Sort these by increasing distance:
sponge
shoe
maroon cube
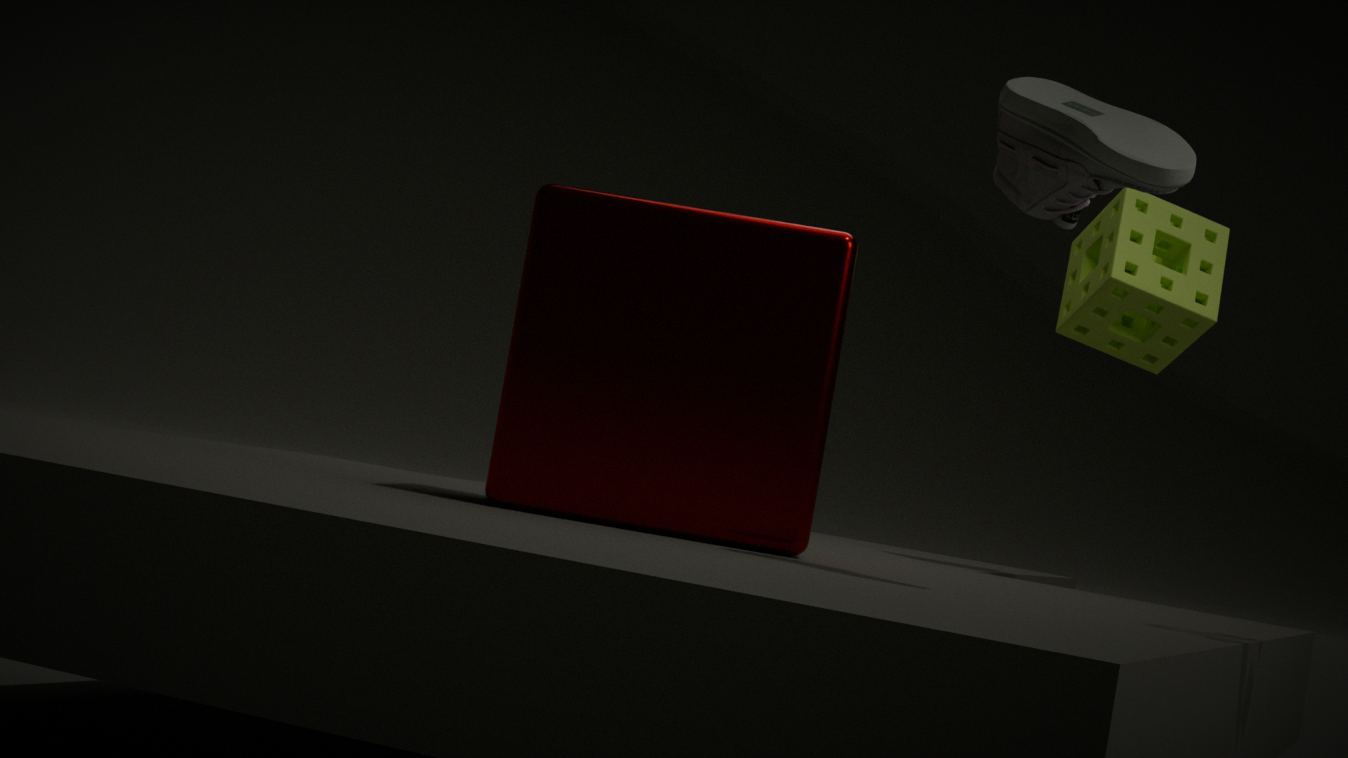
1. shoe
2. maroon cube
3. sponge
